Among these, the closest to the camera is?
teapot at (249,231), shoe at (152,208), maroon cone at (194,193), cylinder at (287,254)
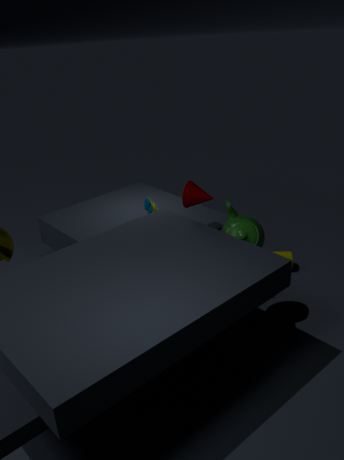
teapot at (249,231)
